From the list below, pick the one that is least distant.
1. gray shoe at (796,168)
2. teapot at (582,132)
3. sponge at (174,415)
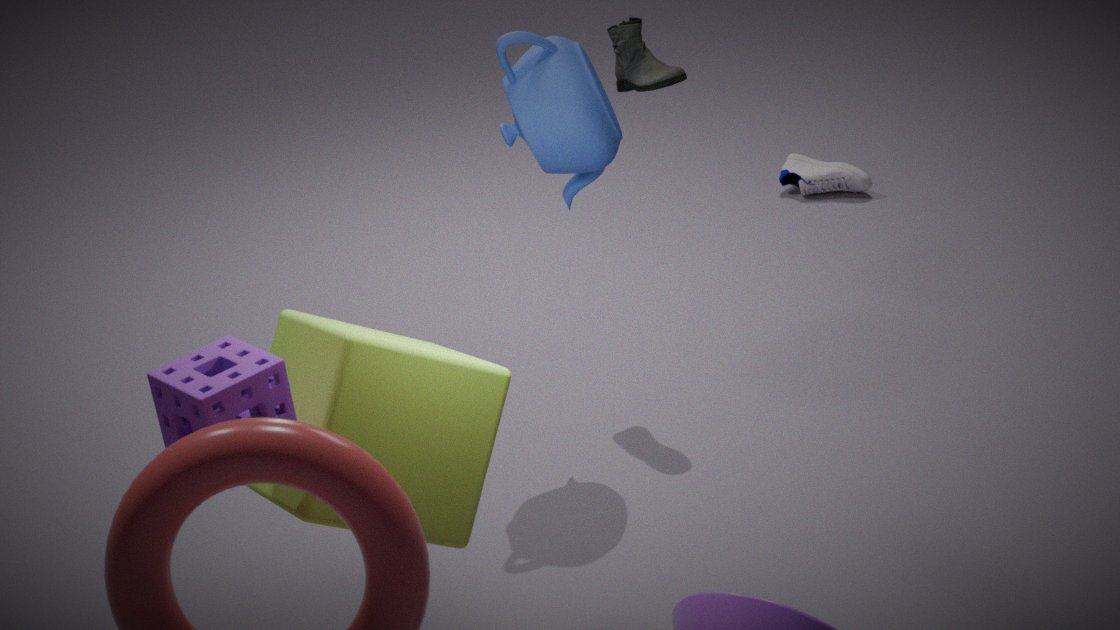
sponge at (174,415)
